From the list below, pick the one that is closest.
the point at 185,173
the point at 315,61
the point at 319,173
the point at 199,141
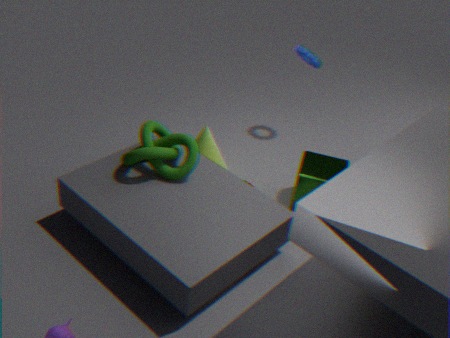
the point at 185,173
